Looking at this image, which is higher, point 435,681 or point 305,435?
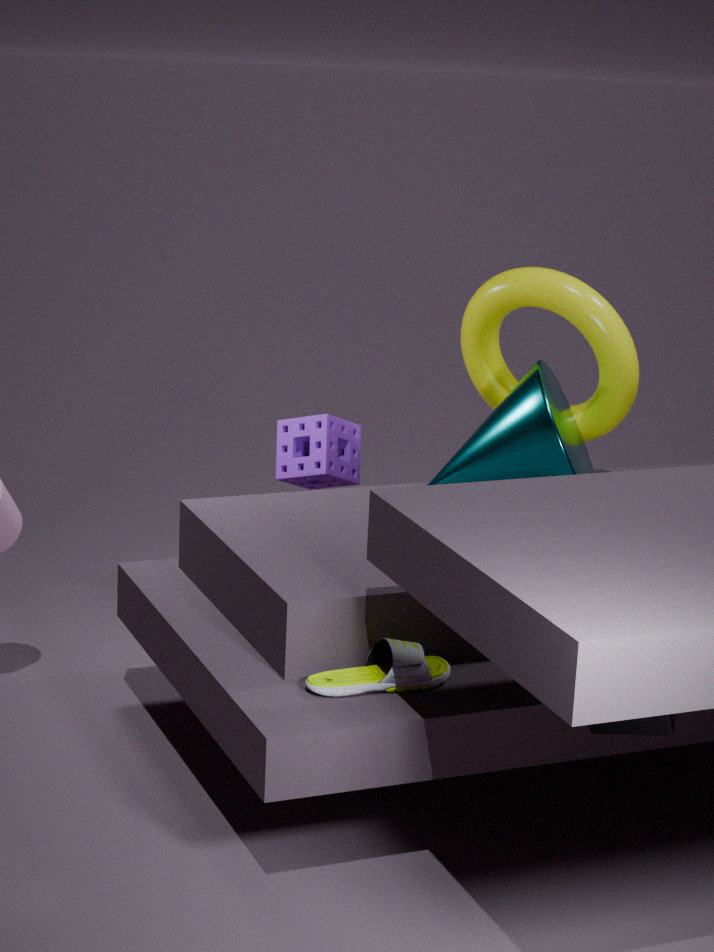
point 305,435
